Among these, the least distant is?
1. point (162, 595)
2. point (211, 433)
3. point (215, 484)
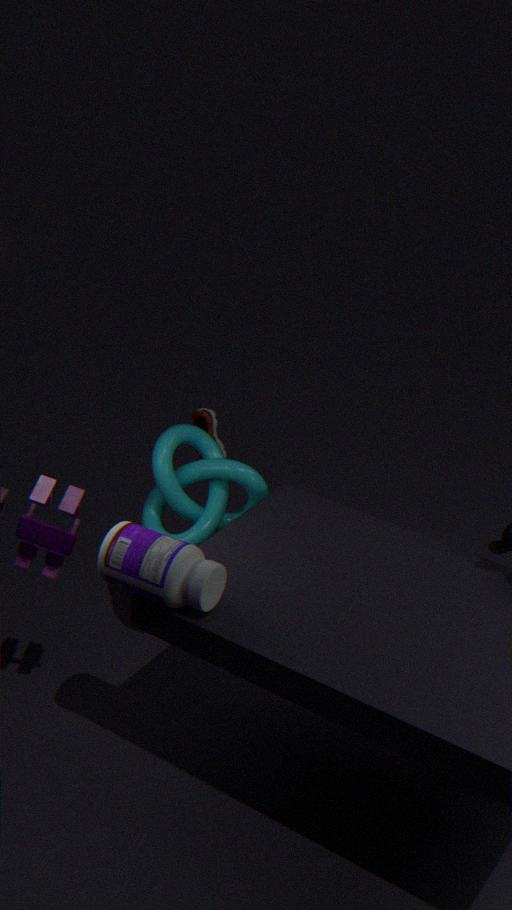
point (162, 595)
